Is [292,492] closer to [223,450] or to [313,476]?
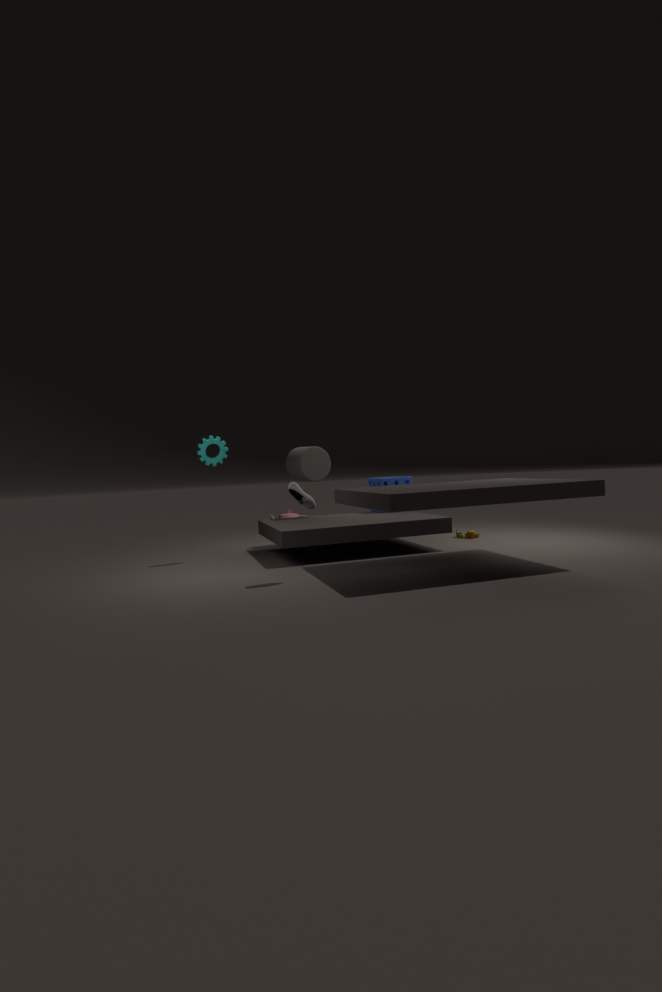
[223,450]
